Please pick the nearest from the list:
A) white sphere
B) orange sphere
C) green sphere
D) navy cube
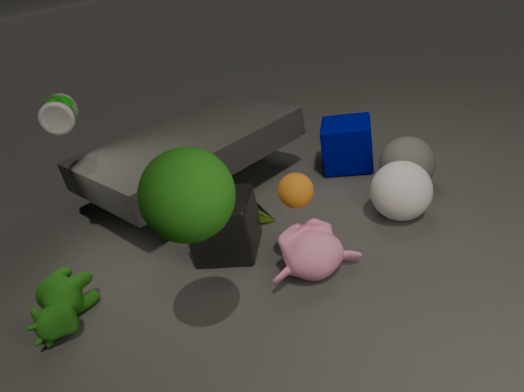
green sphere
